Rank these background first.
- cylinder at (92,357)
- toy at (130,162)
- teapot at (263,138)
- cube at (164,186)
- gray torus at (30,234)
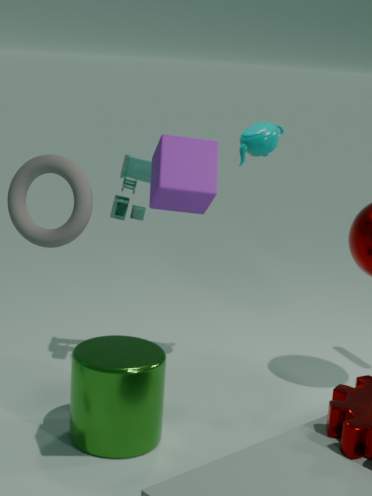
1. toy at (130,162)
2. teapot at (263,138)
3. cylinder at (92,357)
4. cube at (164,186)
5. gray torus at (30,234)
